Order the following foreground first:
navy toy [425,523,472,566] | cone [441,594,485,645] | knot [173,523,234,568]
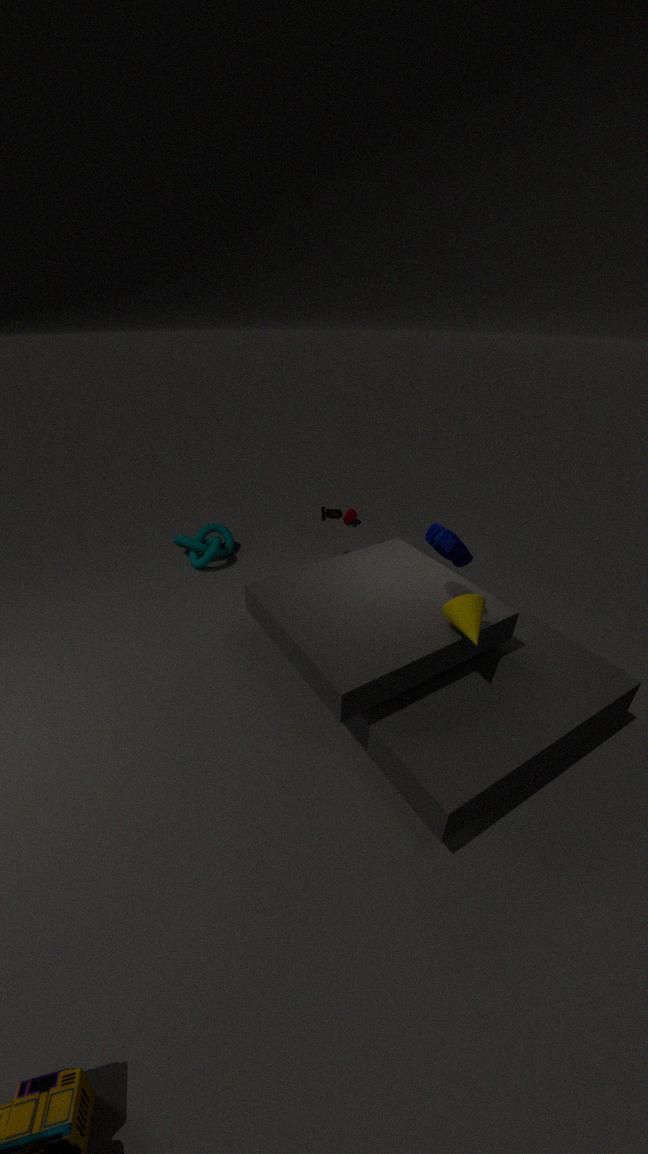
navy toy [425,523,472,566]
cone [441,594,485,645]
knot [173,523,234,568]
